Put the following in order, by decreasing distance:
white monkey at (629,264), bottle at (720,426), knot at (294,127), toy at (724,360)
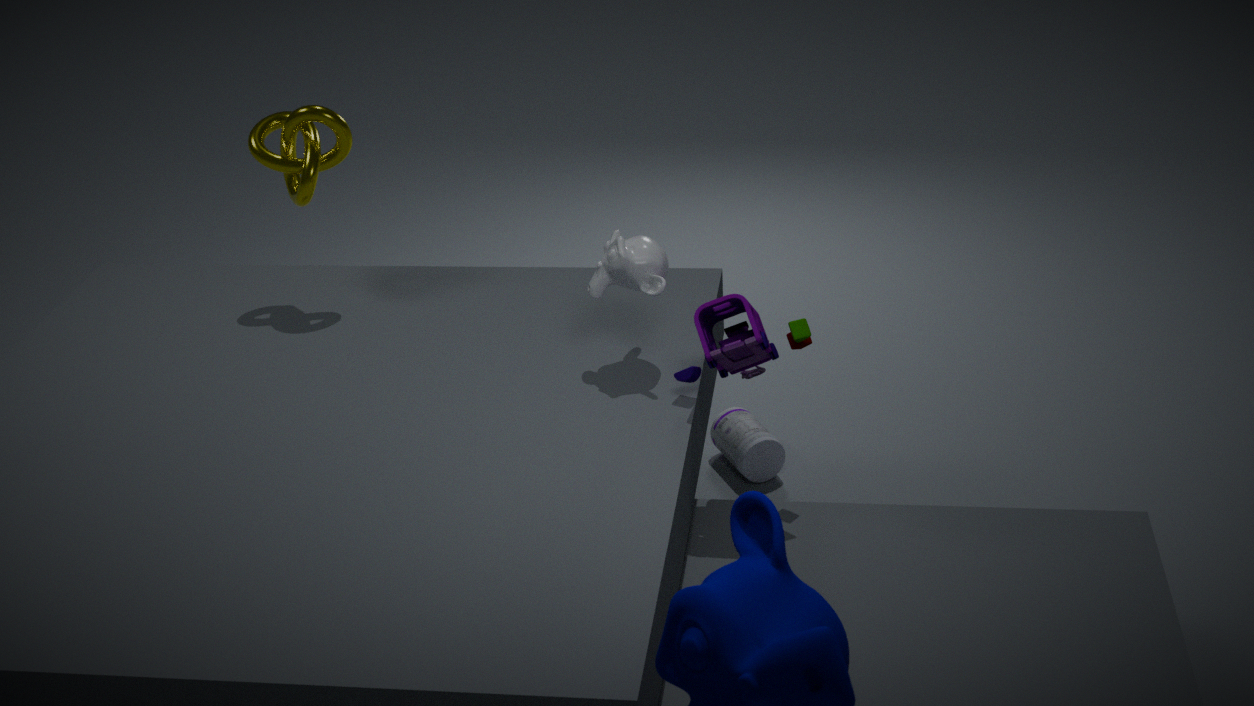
bottle at (720,426)
knot at (294,127)
white monkey at (629,264)
toy at (724,360)
